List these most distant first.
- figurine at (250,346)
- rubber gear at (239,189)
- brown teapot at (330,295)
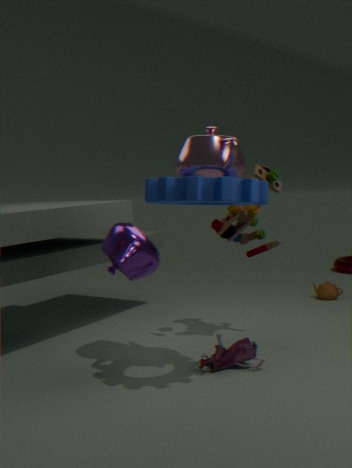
1. brown teapot at (330,295)
2. figurine at (250,346)
3. rubber gear at (239,189)
